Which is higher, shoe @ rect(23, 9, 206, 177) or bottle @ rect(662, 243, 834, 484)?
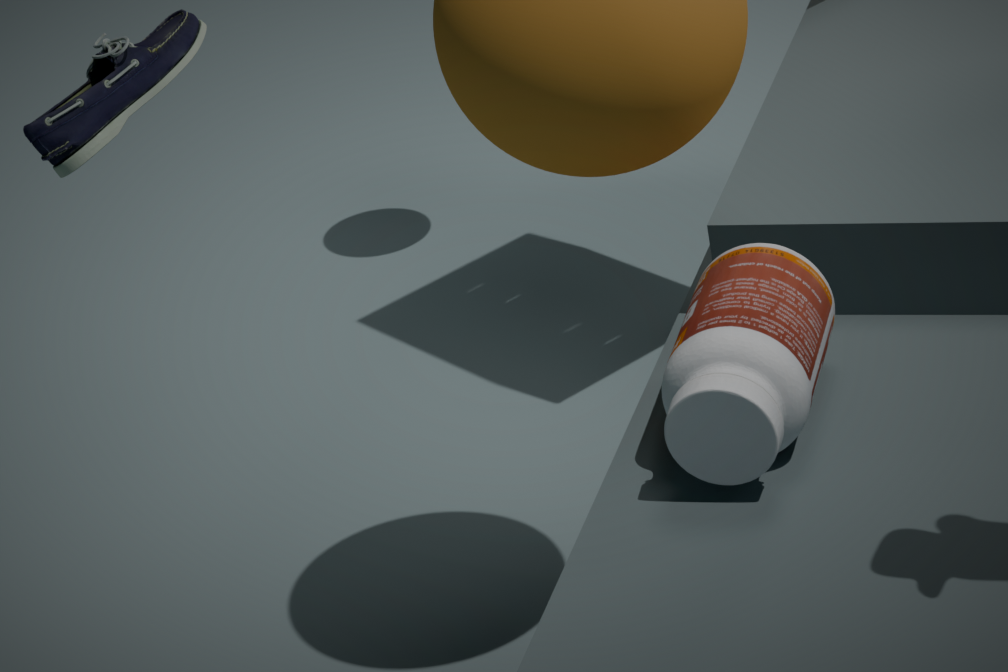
shoe @ rect(23, 9, 206, 177)
